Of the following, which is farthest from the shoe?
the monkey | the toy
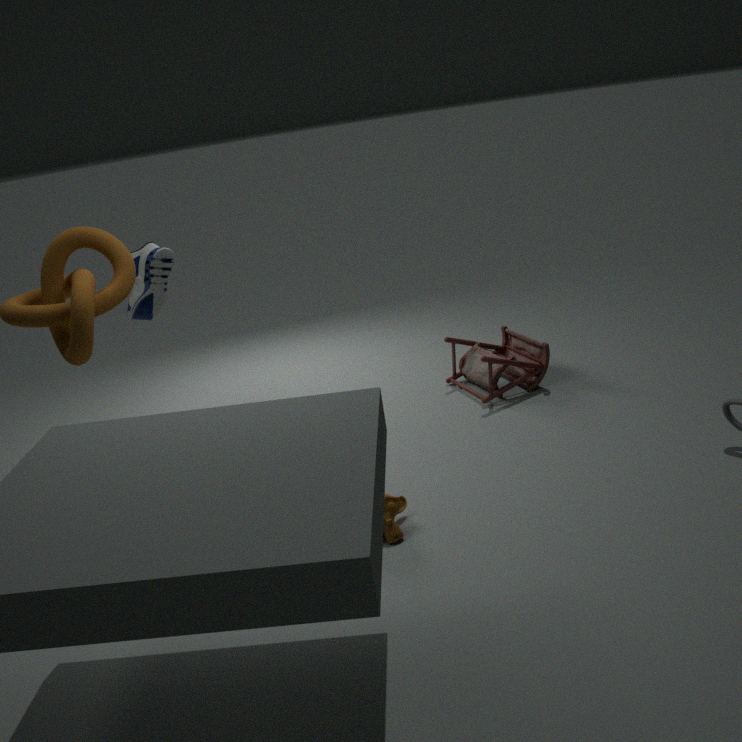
the monkey
